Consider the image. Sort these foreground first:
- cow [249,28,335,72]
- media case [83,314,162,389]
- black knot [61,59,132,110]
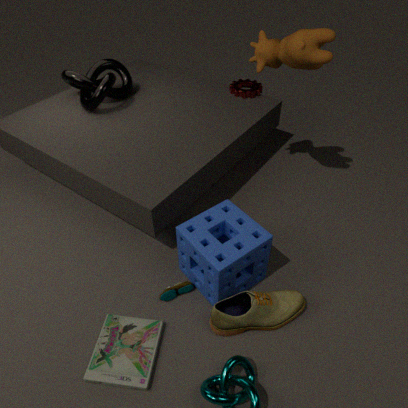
media case [83,314,162,389]
cow [249,28,335,72]
black knot [61,59,132,110]
